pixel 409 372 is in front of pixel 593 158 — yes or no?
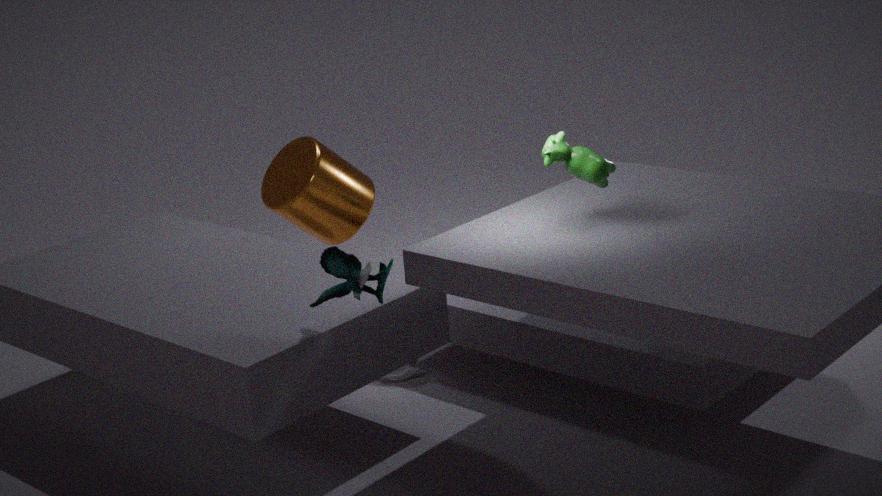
No
